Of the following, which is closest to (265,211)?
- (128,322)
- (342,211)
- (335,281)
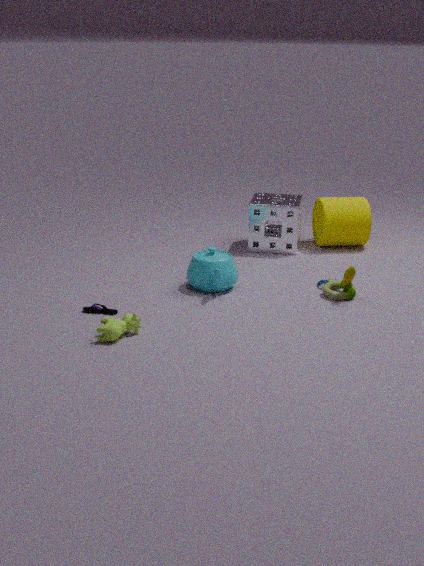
(342,211)
